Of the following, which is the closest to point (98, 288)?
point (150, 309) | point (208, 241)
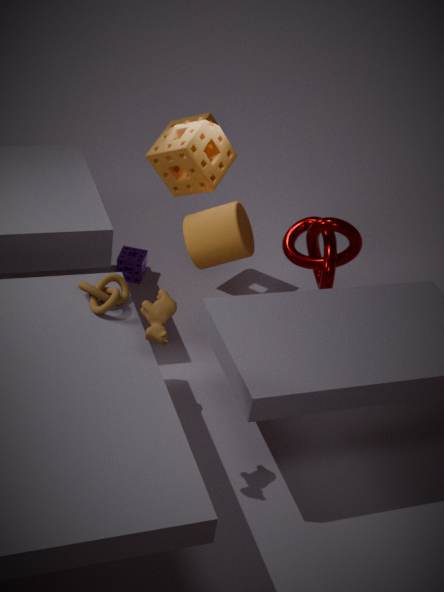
point (150, 309)
